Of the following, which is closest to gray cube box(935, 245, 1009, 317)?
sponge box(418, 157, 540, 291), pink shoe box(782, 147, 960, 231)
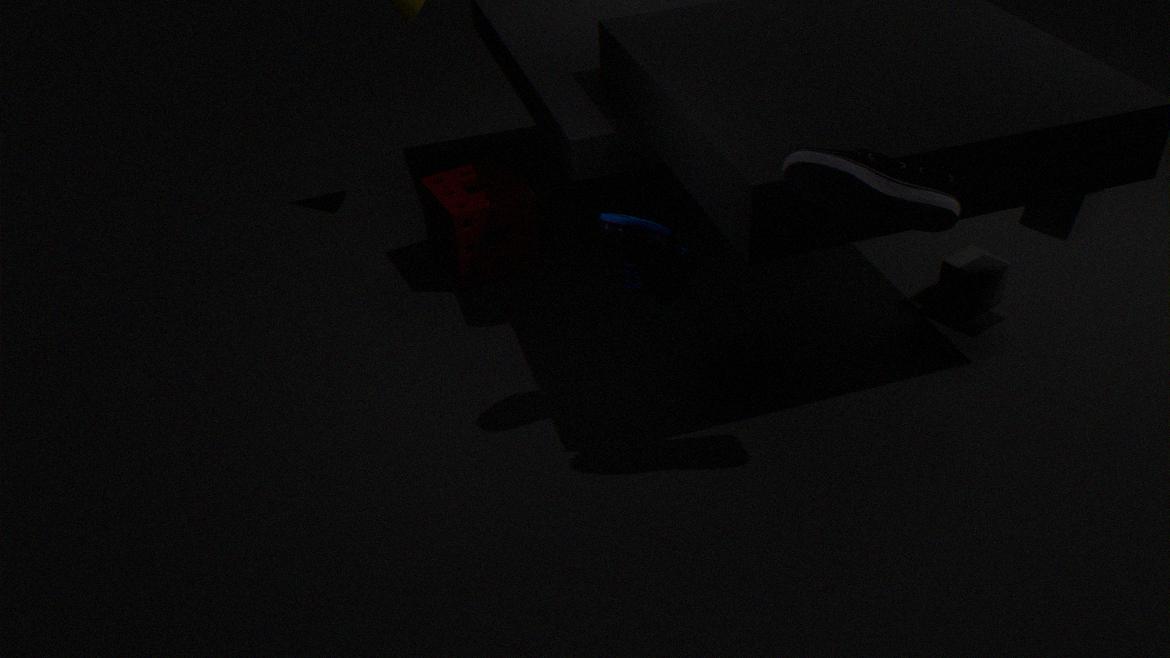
pink shoe box(782, 147, 960, 231)
